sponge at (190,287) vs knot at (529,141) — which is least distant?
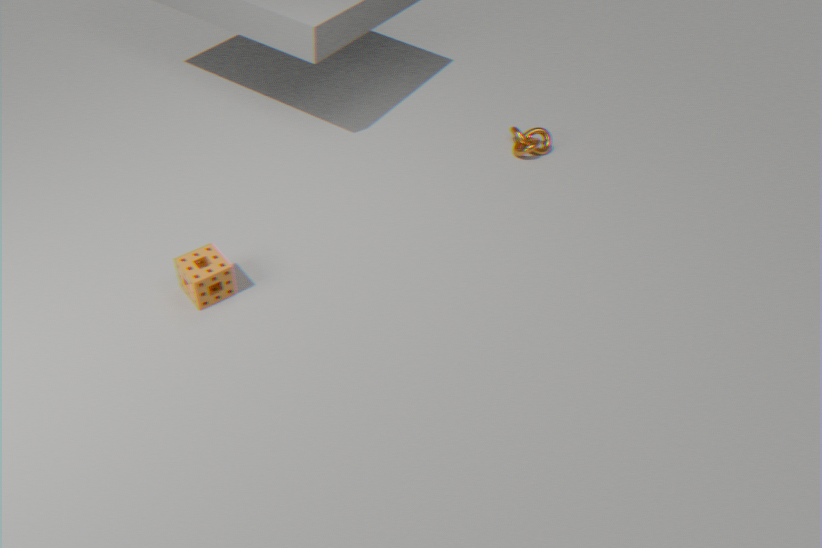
sponge at (190,287)
